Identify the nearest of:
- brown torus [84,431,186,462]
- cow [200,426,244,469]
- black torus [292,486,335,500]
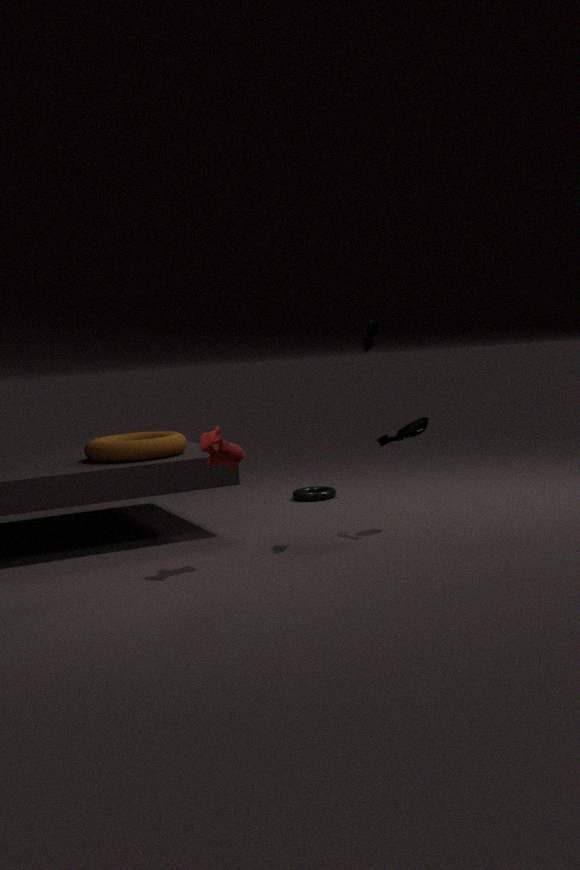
cow [200,426,244,469]
